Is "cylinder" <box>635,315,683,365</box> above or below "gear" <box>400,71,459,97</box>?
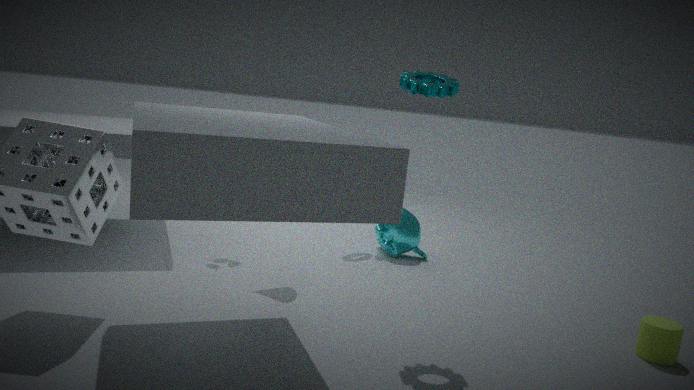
below
